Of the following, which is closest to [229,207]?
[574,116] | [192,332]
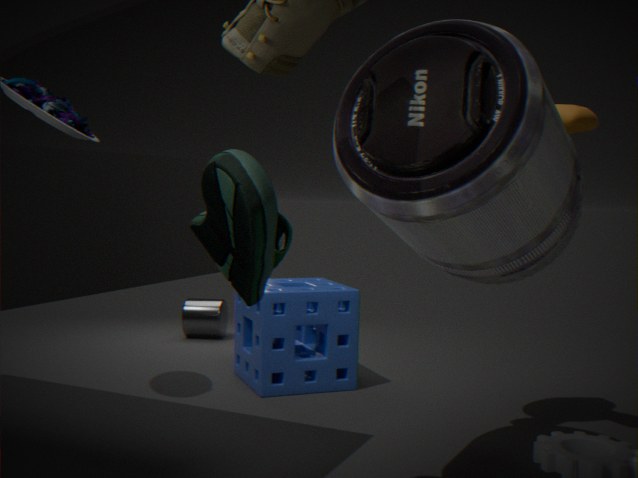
[574,116]
